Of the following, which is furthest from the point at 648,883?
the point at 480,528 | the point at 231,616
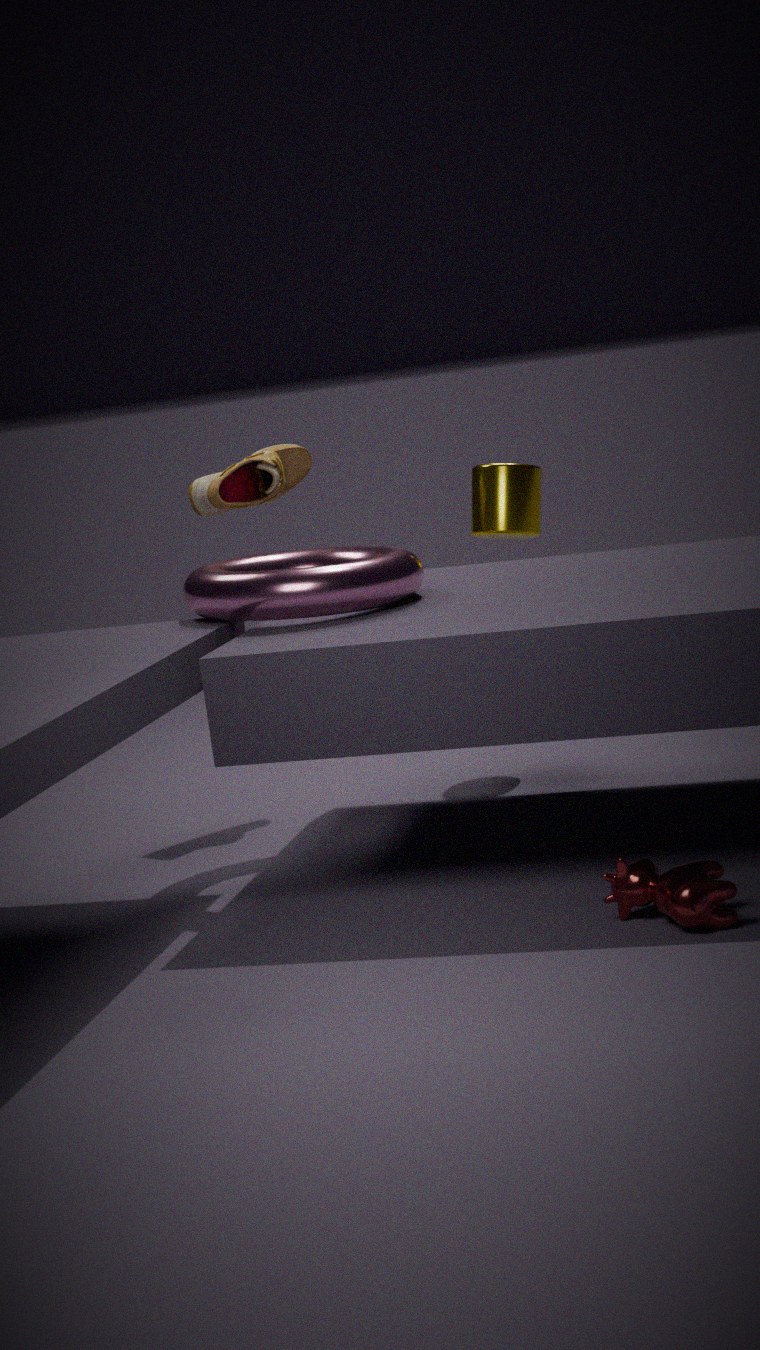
the point at 480,528
